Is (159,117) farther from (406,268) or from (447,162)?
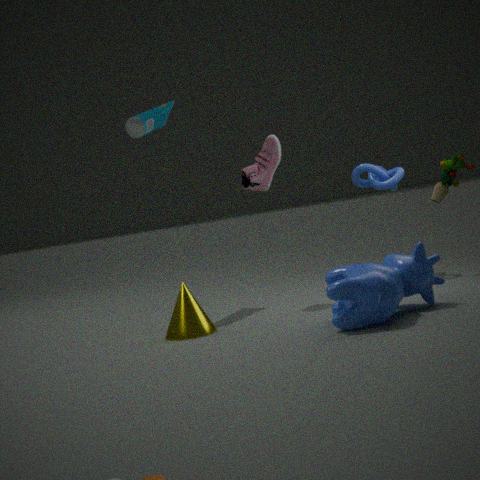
(406,268)
